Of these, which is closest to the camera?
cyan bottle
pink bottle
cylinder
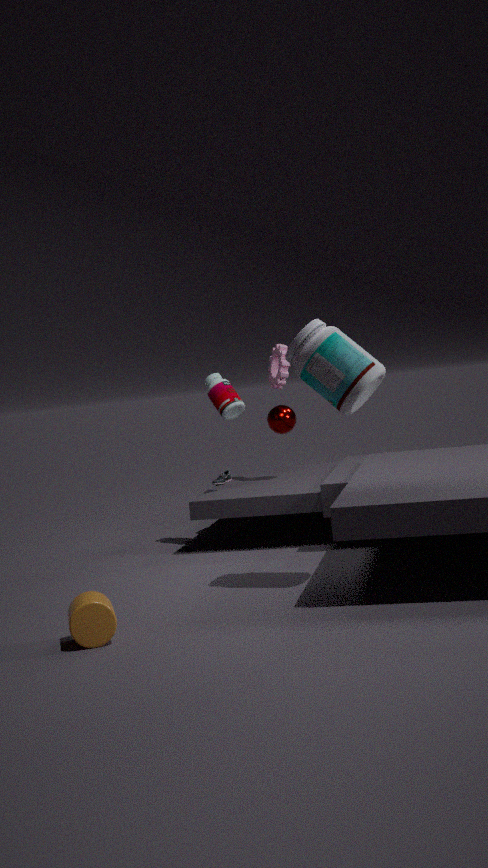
cylinder
